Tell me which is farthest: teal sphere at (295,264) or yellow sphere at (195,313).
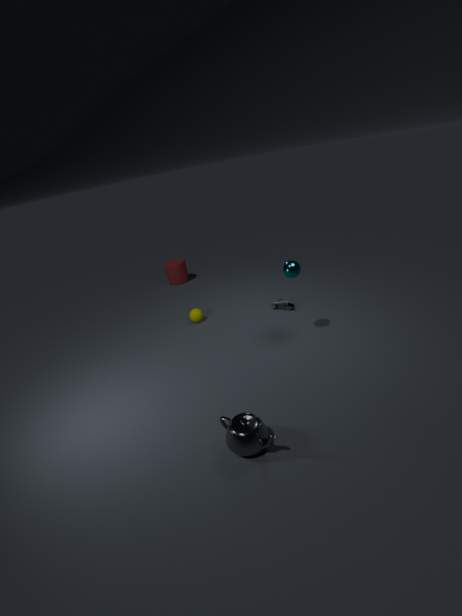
yellow sphere at (195,313)
